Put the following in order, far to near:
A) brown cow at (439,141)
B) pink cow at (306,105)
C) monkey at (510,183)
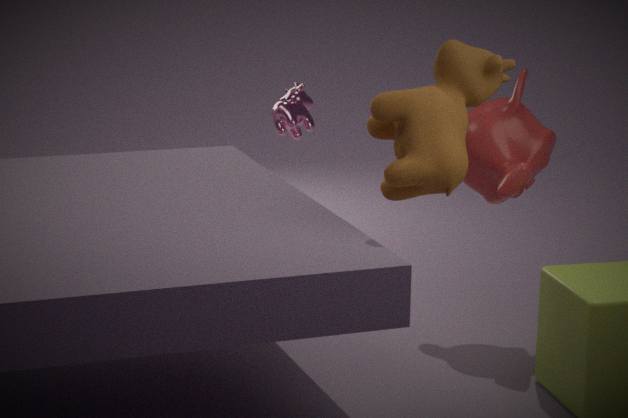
pink cow at (306,105) → monkey at (510,183) → brown cow at (439,141)
